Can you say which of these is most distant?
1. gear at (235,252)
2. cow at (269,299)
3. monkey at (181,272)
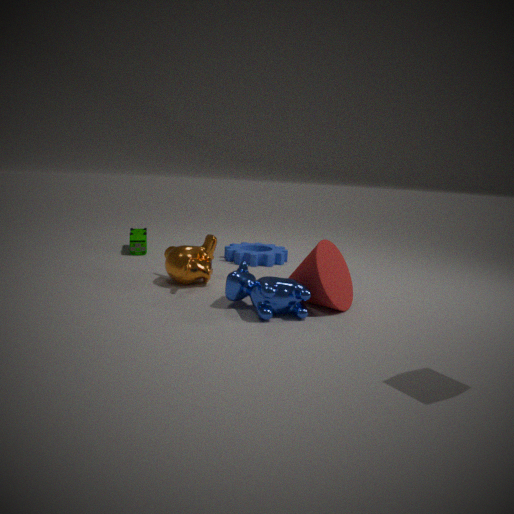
gear at (235,252)
